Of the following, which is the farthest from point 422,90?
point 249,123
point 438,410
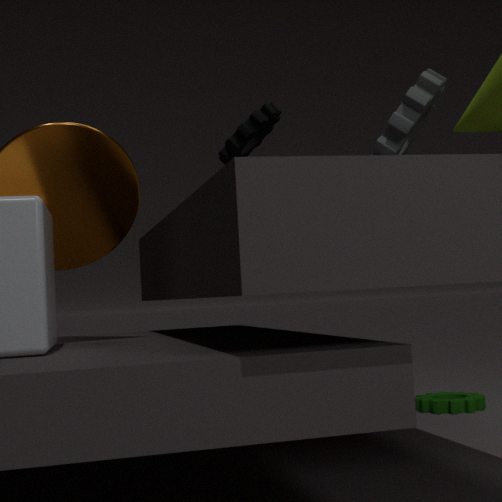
point 438,410
